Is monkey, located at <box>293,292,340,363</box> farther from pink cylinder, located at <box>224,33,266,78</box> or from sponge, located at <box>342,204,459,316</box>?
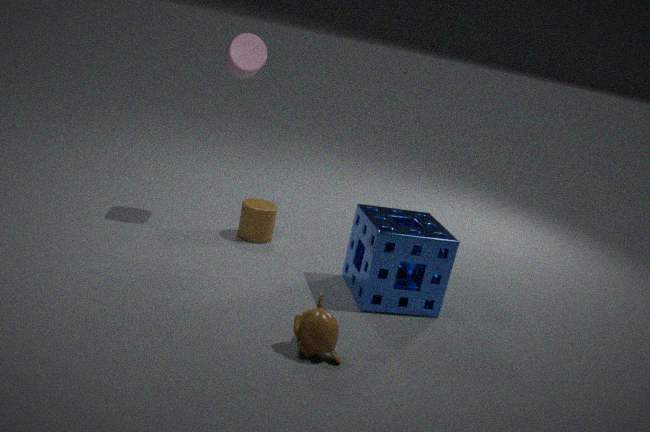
pink cylinder, located at <box>224,33,266,78</box>
